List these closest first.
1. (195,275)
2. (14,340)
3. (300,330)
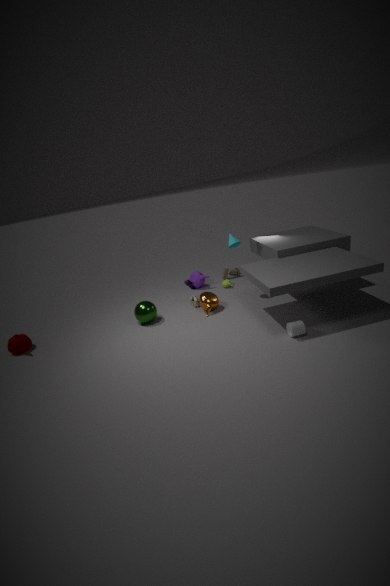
(300,330) < (14,340) < (195,275)
